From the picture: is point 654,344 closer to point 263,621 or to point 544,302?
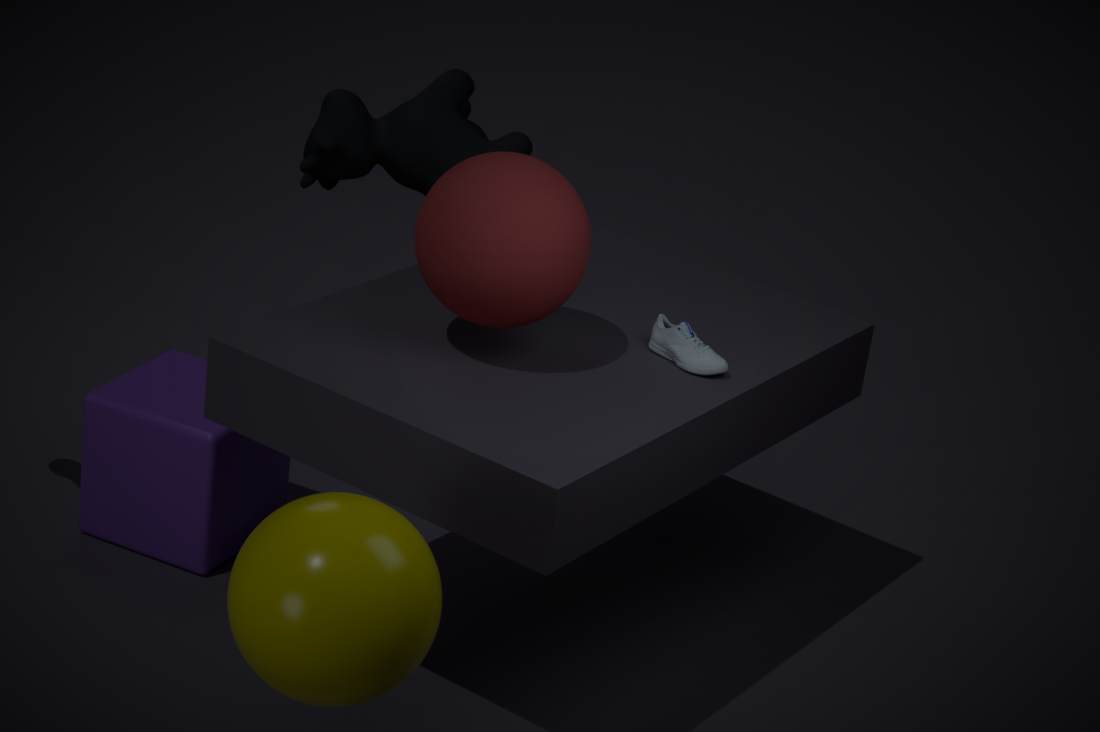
point 544,302
